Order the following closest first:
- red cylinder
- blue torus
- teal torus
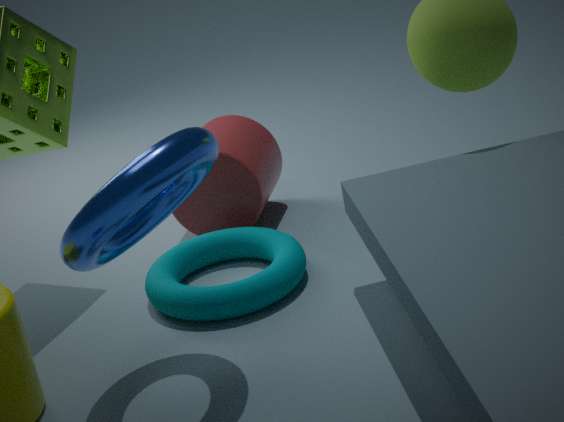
1. blue torus
2. teal torus
3. red cylinder
